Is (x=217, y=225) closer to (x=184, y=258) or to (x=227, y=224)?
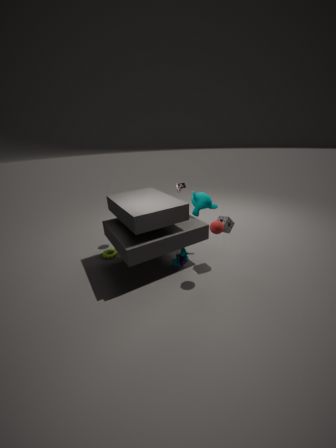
(x=227, y=224)
